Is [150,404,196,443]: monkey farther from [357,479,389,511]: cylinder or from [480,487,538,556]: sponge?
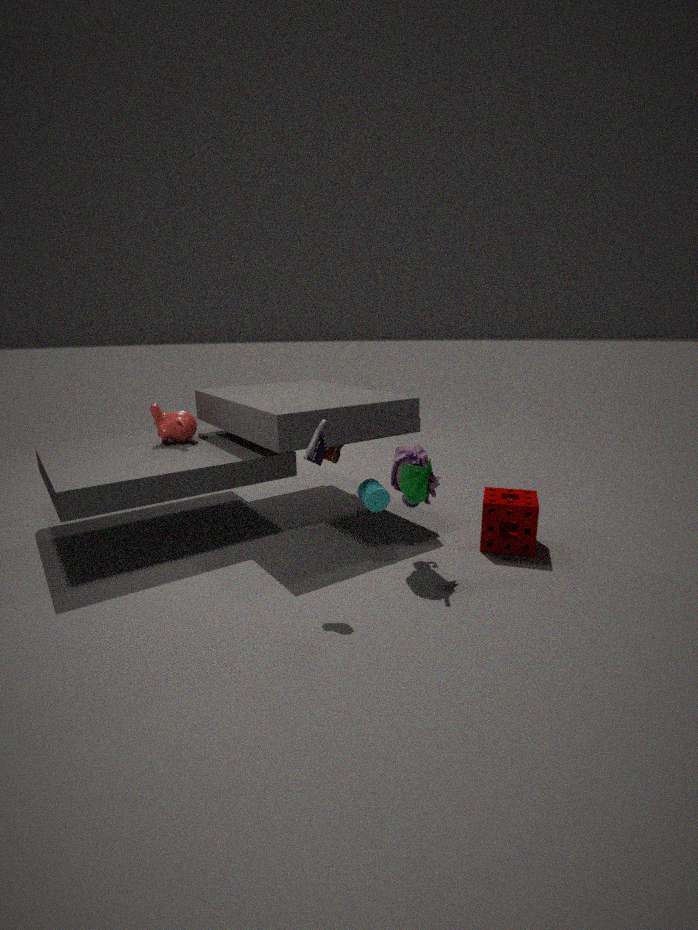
[480,487,538,556]: sponge
